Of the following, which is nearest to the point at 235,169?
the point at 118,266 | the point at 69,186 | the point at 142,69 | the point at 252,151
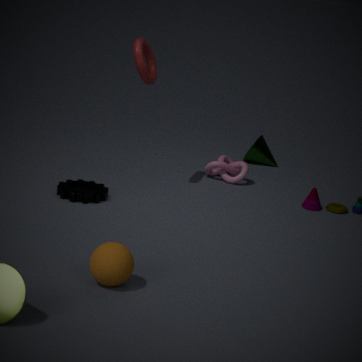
the point at 252,151
